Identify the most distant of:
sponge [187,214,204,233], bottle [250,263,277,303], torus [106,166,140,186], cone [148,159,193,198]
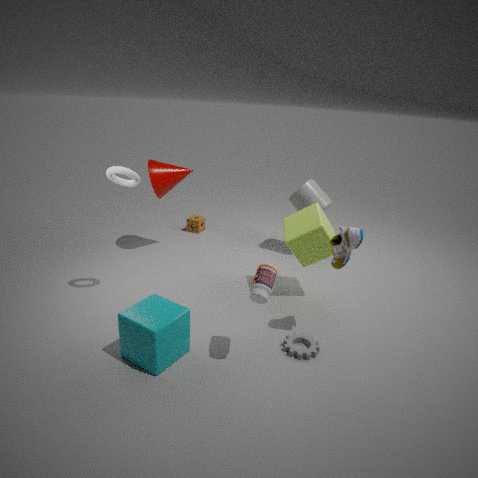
sponge [187,214,204,233]
